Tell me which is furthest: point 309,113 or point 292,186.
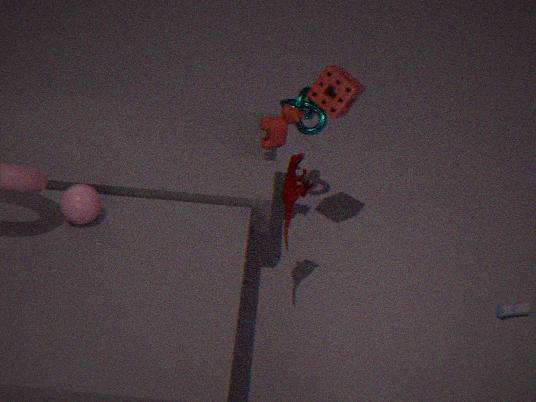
point 309,113
